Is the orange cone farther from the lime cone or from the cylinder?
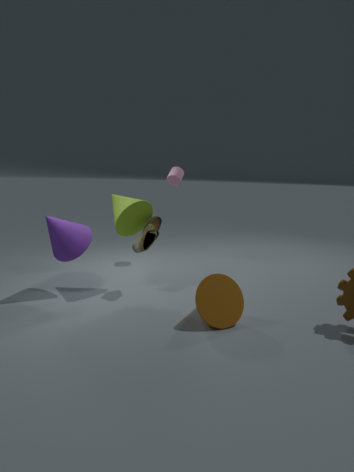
the cylinder
